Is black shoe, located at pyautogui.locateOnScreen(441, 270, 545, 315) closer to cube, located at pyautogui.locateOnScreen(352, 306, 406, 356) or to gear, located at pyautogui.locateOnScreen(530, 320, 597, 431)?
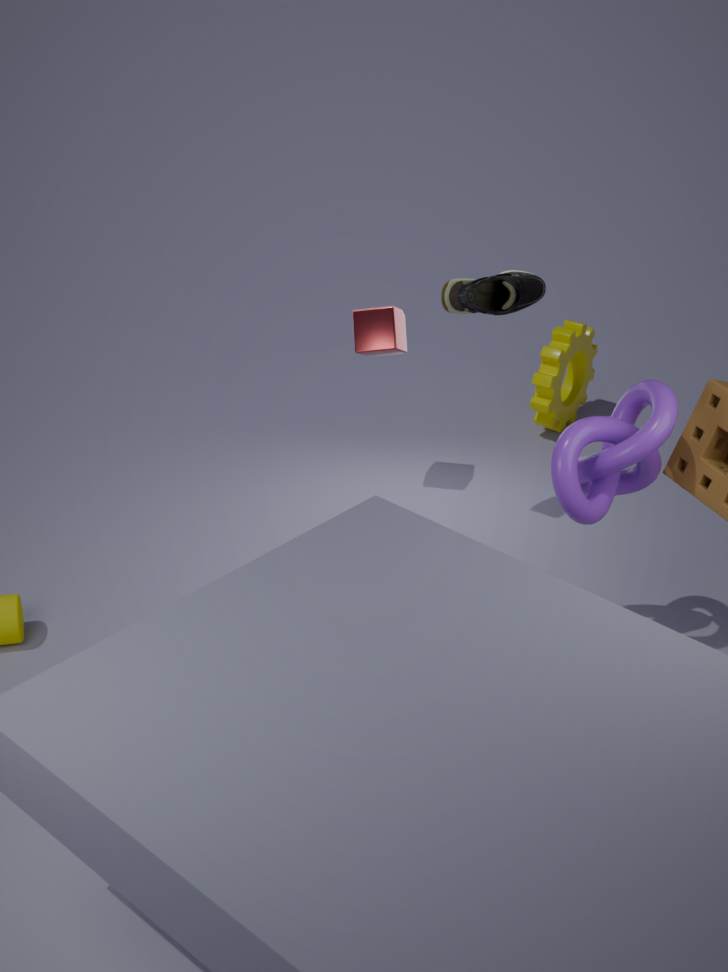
cube, located at pyautogui.locateOnScreen(352, 306, 406, 356)
